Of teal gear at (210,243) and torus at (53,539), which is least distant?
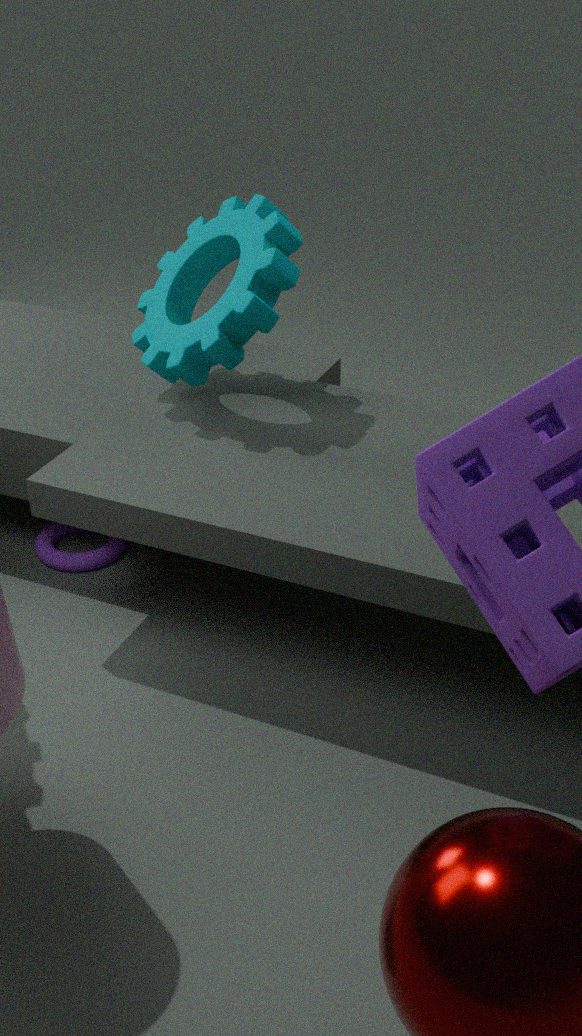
teal gear at (210,243)
